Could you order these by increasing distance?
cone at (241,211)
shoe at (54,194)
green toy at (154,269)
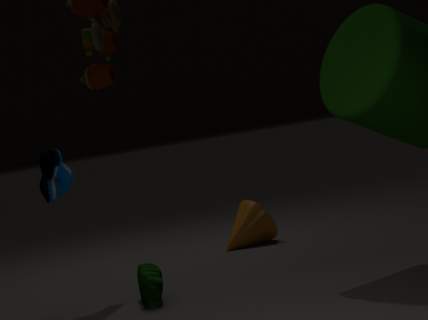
shoe at (54,194), green toy at (154,269), cone at (241,211)
